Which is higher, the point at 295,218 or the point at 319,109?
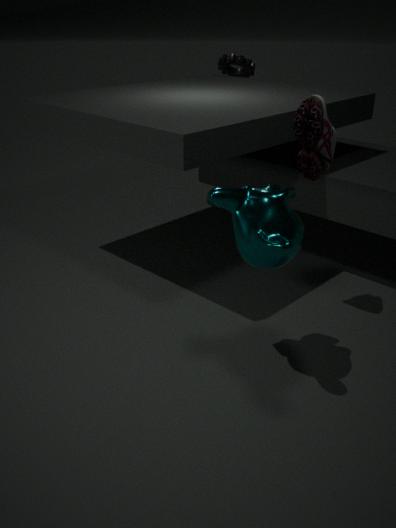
the point at 319,109
